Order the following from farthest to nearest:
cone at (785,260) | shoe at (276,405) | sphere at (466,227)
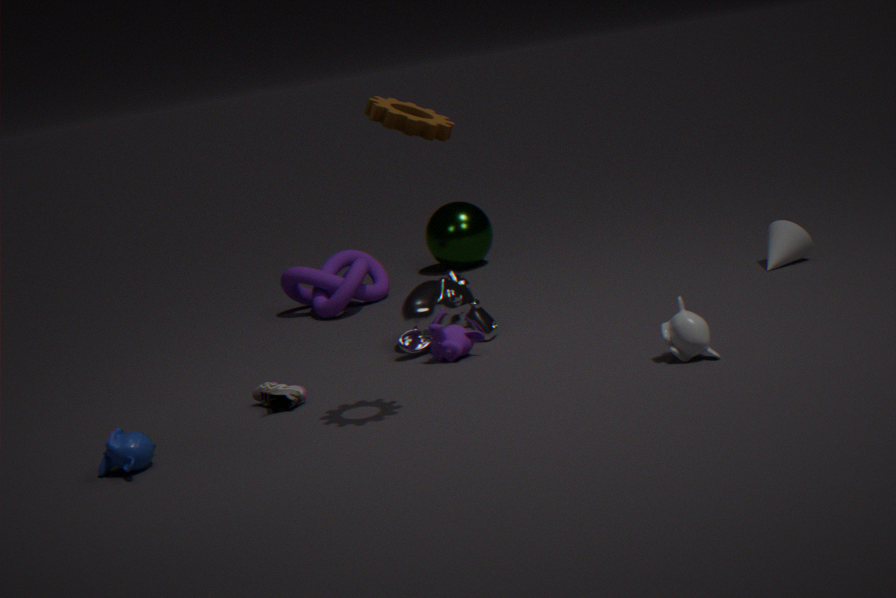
1. sphere at (466,227)
2. cone at (785,260)
3. shoe at (276,405)
